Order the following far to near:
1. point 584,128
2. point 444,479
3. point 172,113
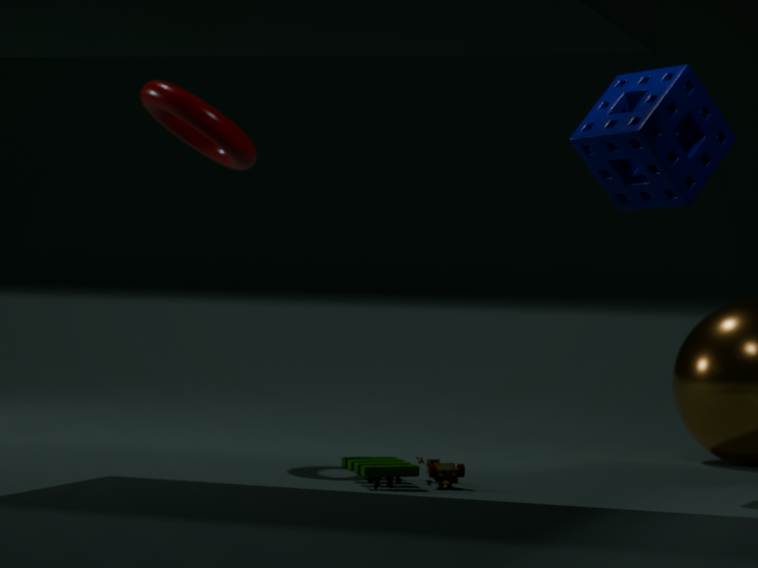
point 172,113 < point 584,128 < point 444,479
